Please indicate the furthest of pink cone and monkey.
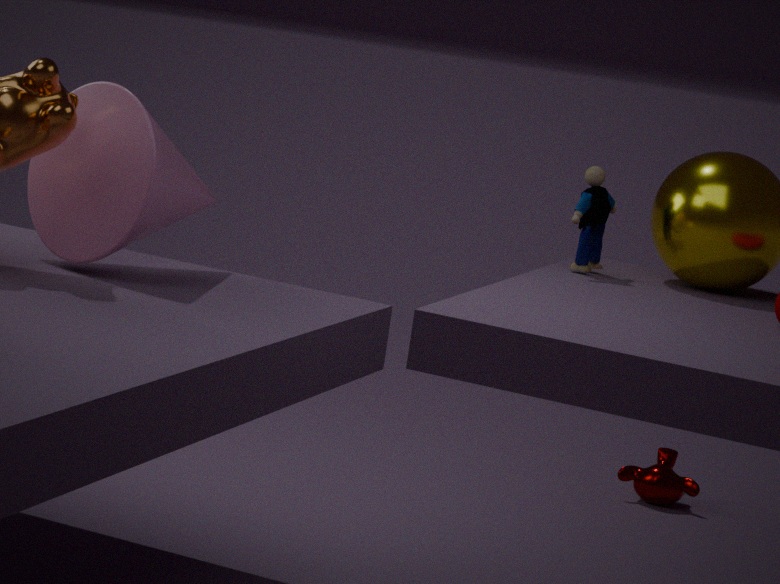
monkey
